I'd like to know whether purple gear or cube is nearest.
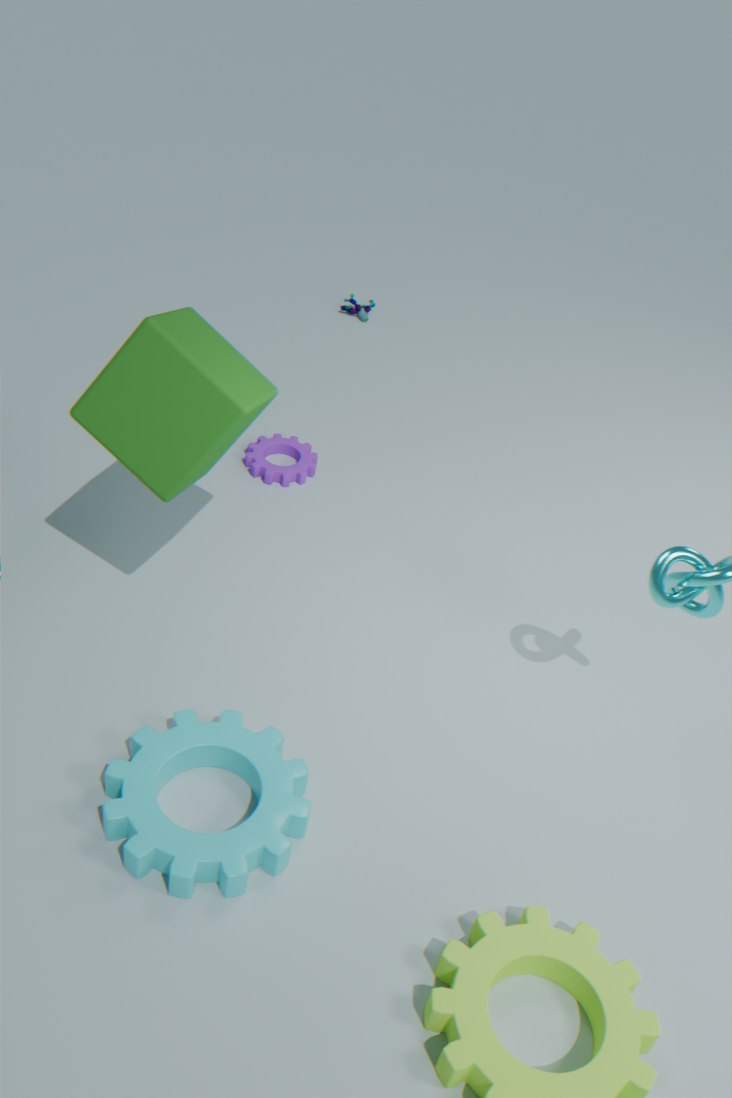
cube
